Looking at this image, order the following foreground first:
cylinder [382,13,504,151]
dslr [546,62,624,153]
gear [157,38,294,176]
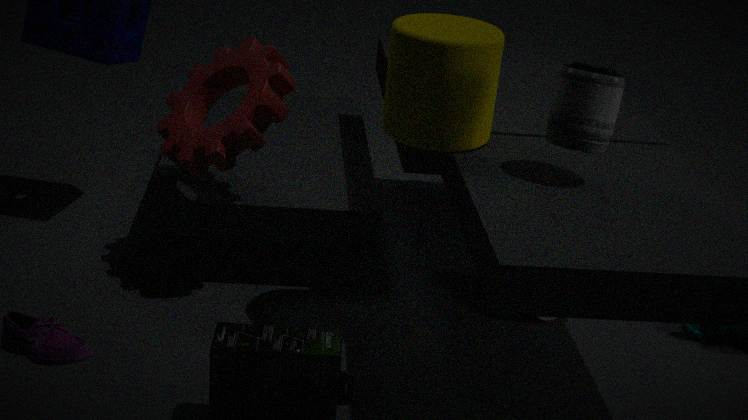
1. dslr [546,62,624,153]
2. cylinder [382,13,504,151]
3. gear [157,38,294,176]
